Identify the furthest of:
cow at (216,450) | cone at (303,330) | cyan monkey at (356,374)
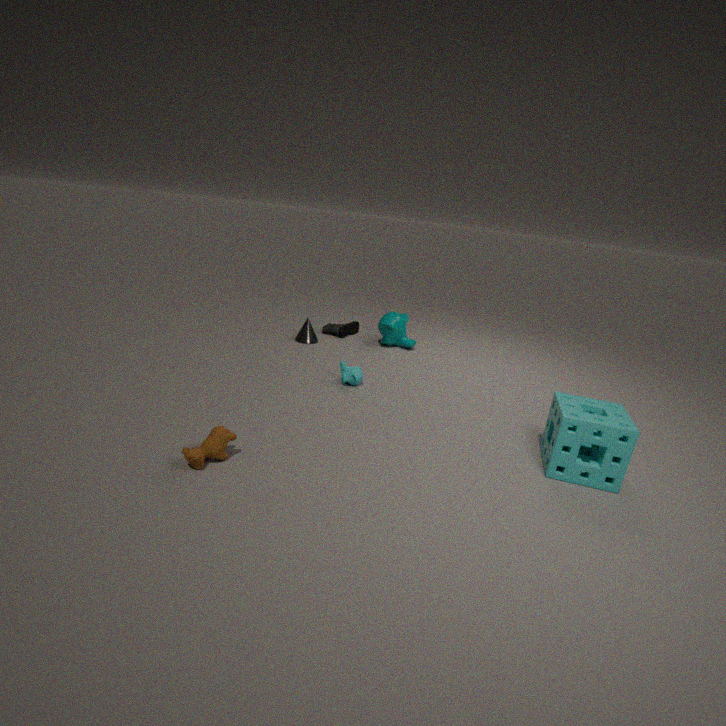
cone at (303,330)
